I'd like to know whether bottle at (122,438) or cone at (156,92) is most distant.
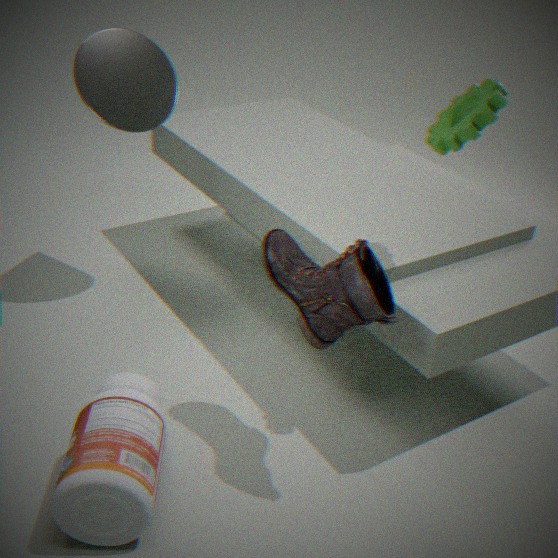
cone at (156,92)
